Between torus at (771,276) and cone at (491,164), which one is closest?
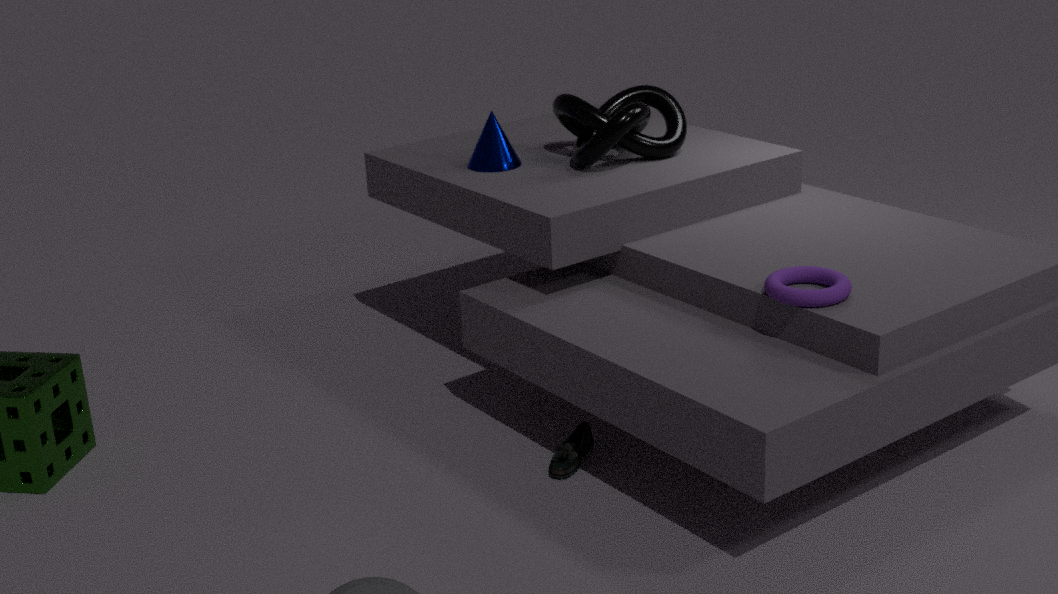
torus at (771,276)
